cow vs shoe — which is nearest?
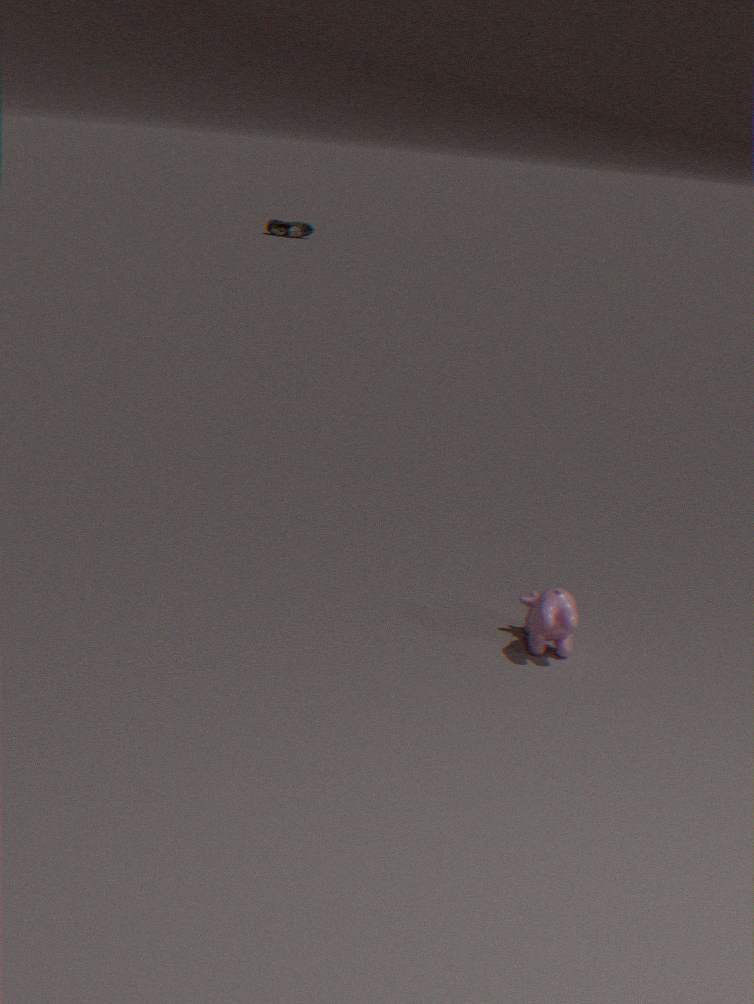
cow
